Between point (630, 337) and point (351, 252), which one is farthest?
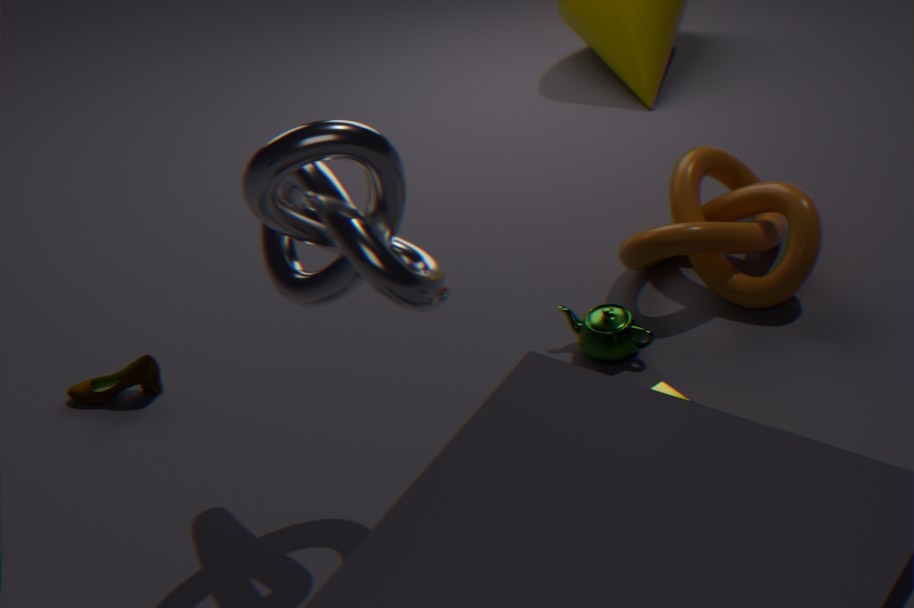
point (630, 337)
